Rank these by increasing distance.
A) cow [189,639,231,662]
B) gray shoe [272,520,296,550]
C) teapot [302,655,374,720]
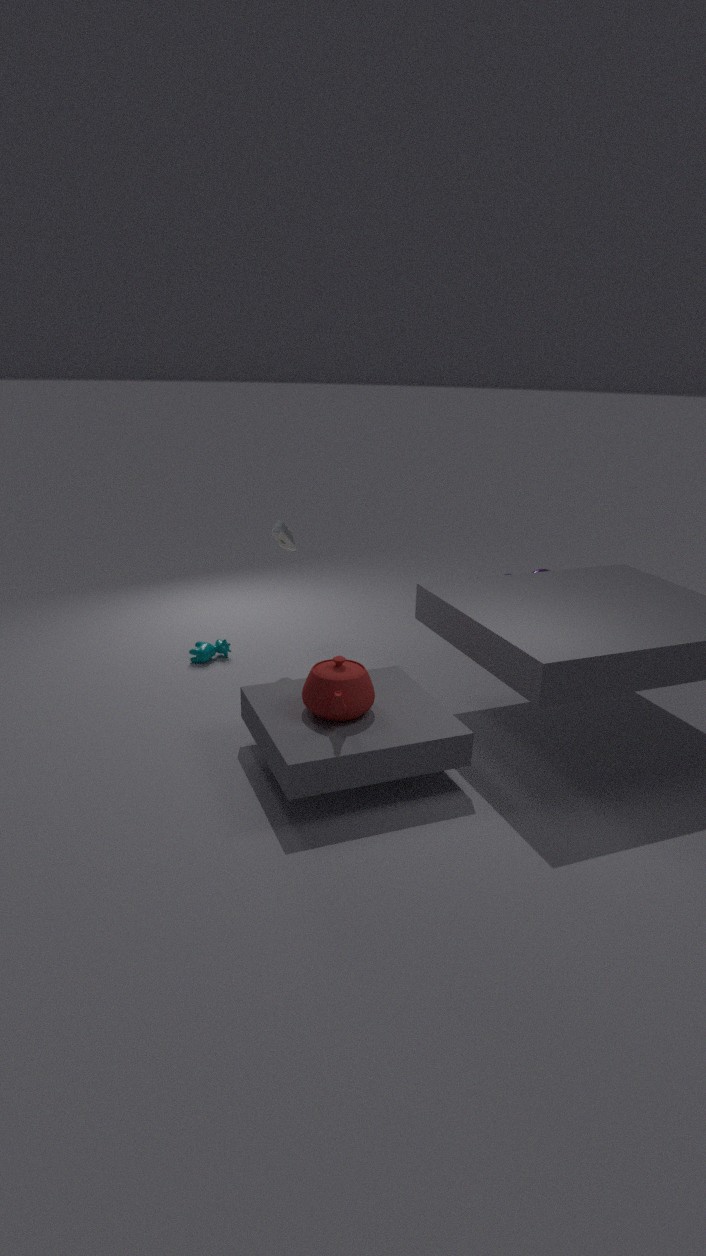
teapot [302,655,374,720] < gray shoe [272,520,296,550] < cow [189,639,231,662]
